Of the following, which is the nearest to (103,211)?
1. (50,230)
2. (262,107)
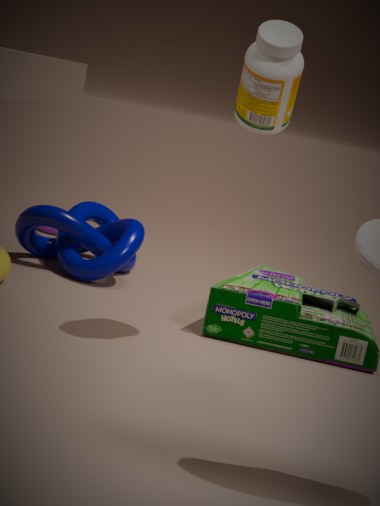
(50,230)
